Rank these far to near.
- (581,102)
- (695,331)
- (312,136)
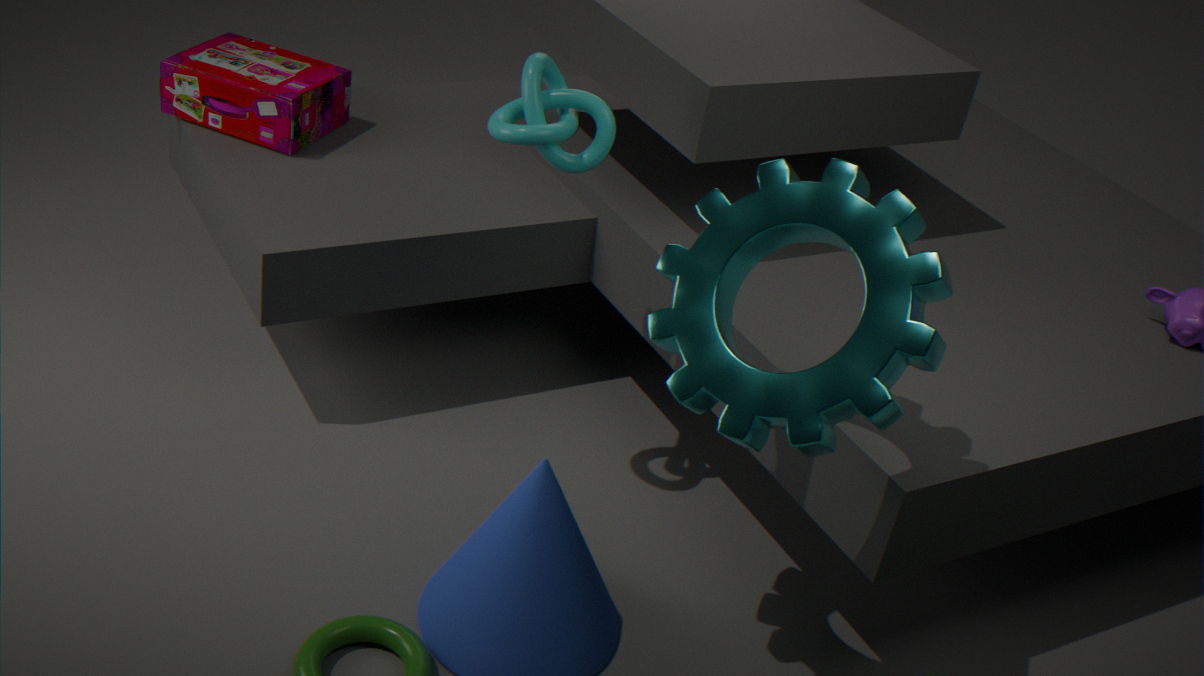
1. (312,136)
2. (581,102)
3. (695,331)
